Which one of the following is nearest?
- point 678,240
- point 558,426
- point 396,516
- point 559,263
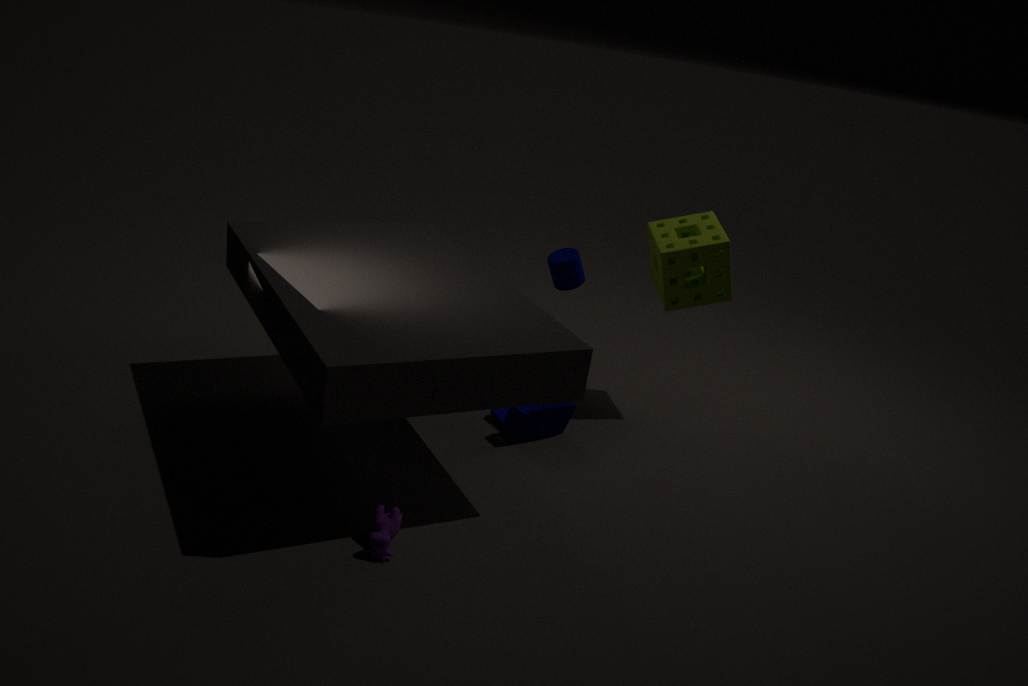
point 396,516
